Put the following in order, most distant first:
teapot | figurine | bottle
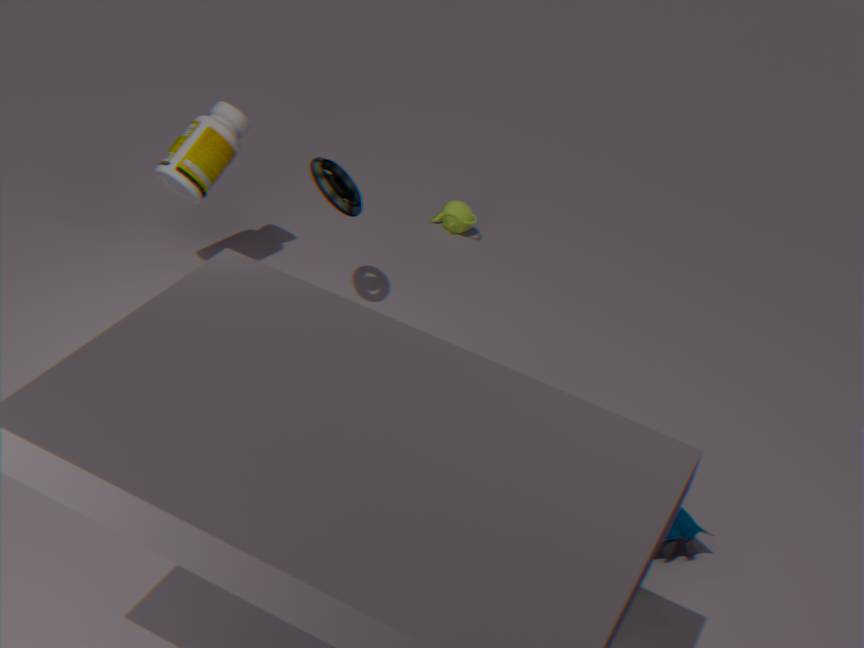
teapot
bottle
figurine
